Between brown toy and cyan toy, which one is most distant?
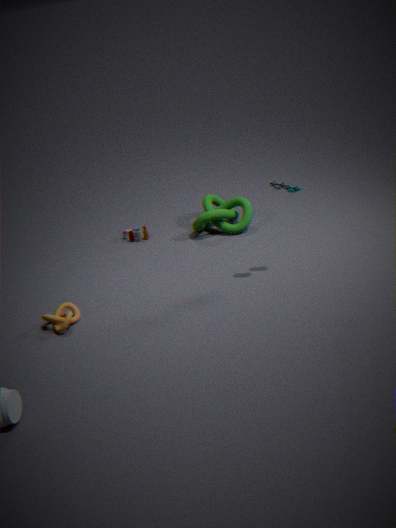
brown toy
